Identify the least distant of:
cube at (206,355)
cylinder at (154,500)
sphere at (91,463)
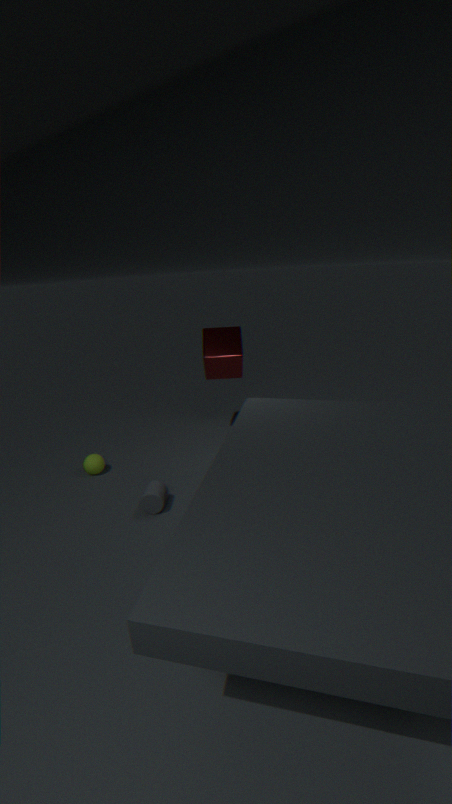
cylinder at (154,500)
